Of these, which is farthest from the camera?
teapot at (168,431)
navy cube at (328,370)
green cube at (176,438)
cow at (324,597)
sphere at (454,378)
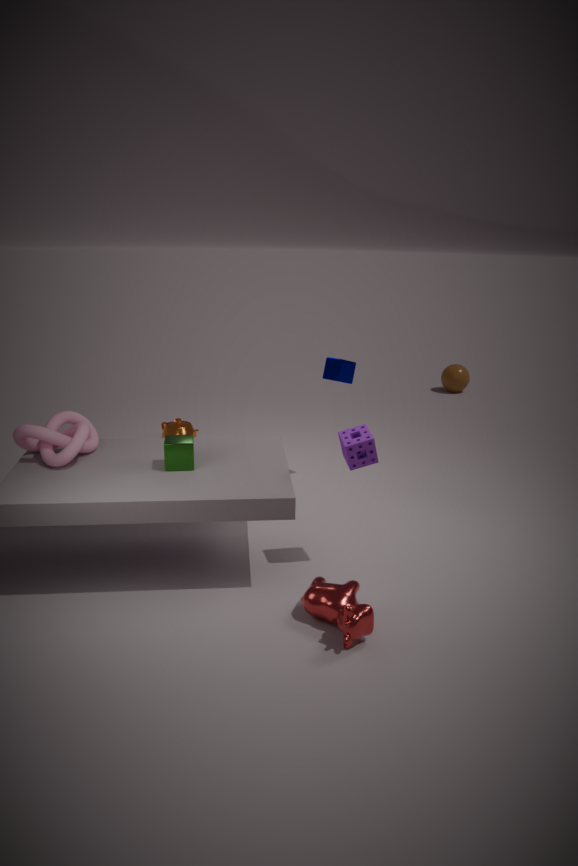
sphere at (454,378)
